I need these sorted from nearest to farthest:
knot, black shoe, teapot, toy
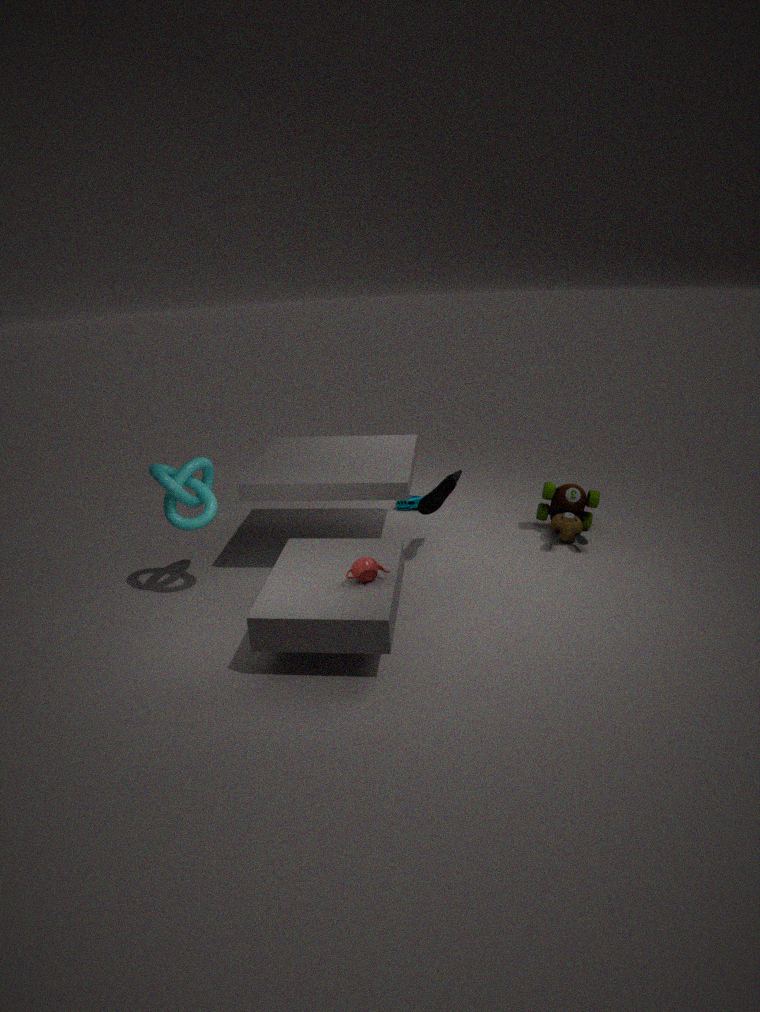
1. teapot
2. knot
3. black shoe
4. toy
